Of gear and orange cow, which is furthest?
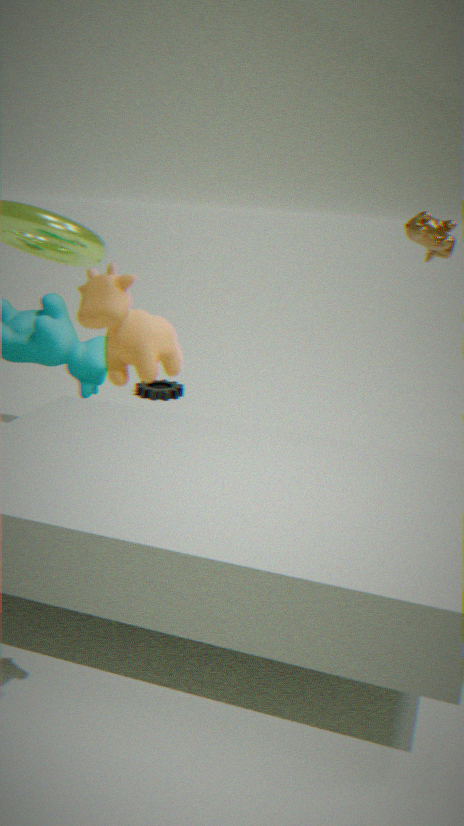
gear
